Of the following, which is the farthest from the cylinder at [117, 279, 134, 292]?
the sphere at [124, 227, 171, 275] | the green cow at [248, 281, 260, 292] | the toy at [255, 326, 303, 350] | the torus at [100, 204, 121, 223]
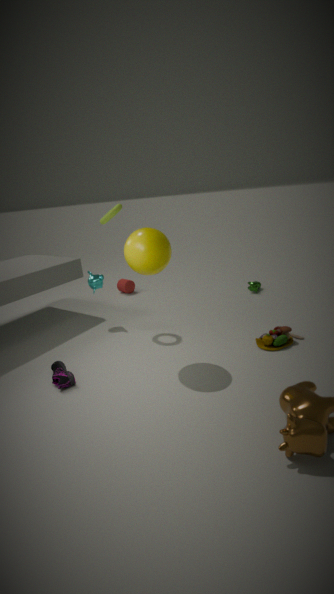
the toy at [255, 326, 303, 350]
